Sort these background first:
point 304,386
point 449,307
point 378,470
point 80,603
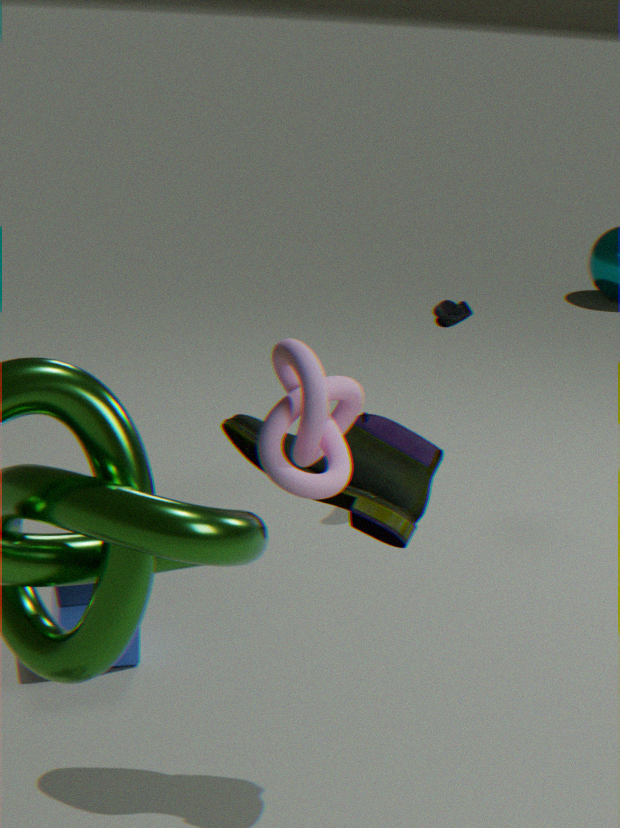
1. point 449,307
2. point 80,603
3. point 378,470
4. point 304,386
